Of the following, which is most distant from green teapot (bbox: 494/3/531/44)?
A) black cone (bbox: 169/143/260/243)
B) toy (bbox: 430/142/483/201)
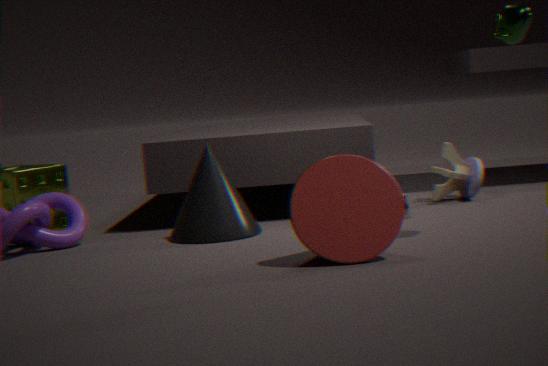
black cone (bbox: 169/143/260/243)
